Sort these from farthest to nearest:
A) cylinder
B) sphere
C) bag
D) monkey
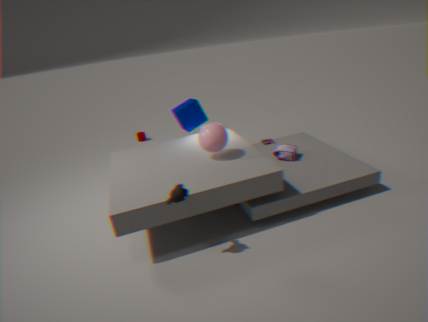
cylinder < bag < sphere < monkey
